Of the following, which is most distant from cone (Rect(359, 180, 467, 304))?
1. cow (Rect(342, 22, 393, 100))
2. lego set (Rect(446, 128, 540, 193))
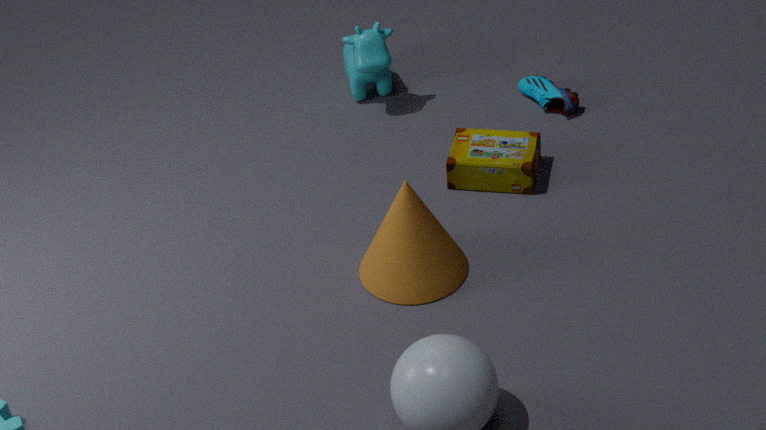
cow (Rect(342, 22, 393, 100))
